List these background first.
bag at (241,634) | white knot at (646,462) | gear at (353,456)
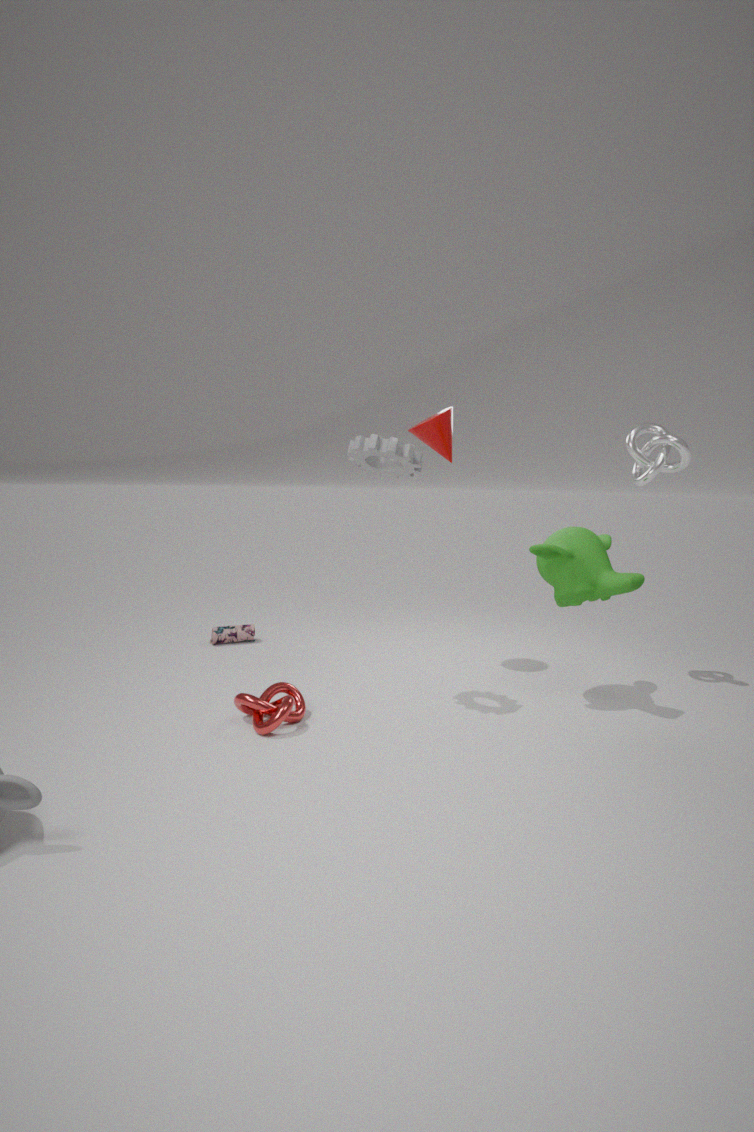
bag at (241,634) → white knot at (646,462) → gear at (353,456)
